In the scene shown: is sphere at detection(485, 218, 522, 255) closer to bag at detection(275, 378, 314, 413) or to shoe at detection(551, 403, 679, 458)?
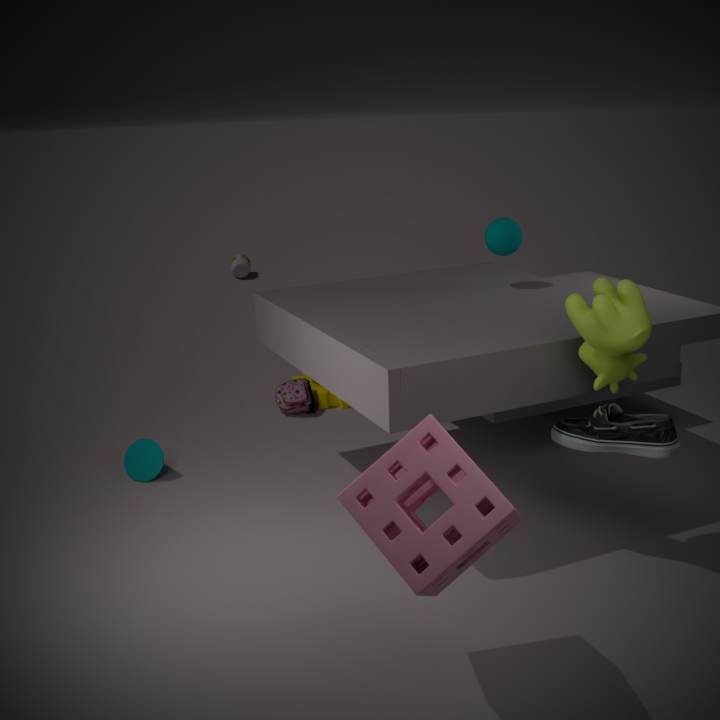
shoe at detection(551, 403, 679, 458)
